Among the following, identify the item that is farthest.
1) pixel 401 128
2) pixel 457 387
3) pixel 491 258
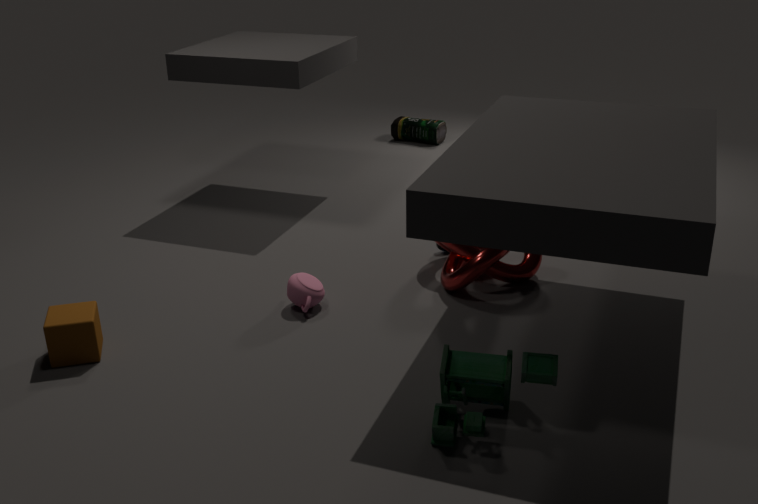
1. pixel 401 128
